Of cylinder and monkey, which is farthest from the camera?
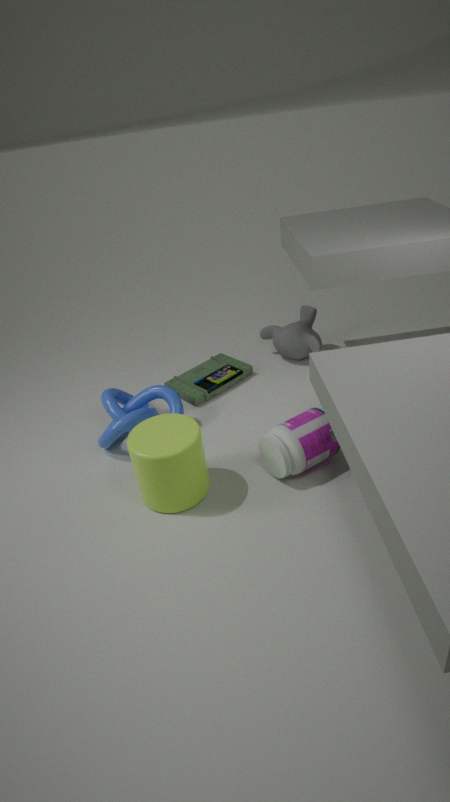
monkey
